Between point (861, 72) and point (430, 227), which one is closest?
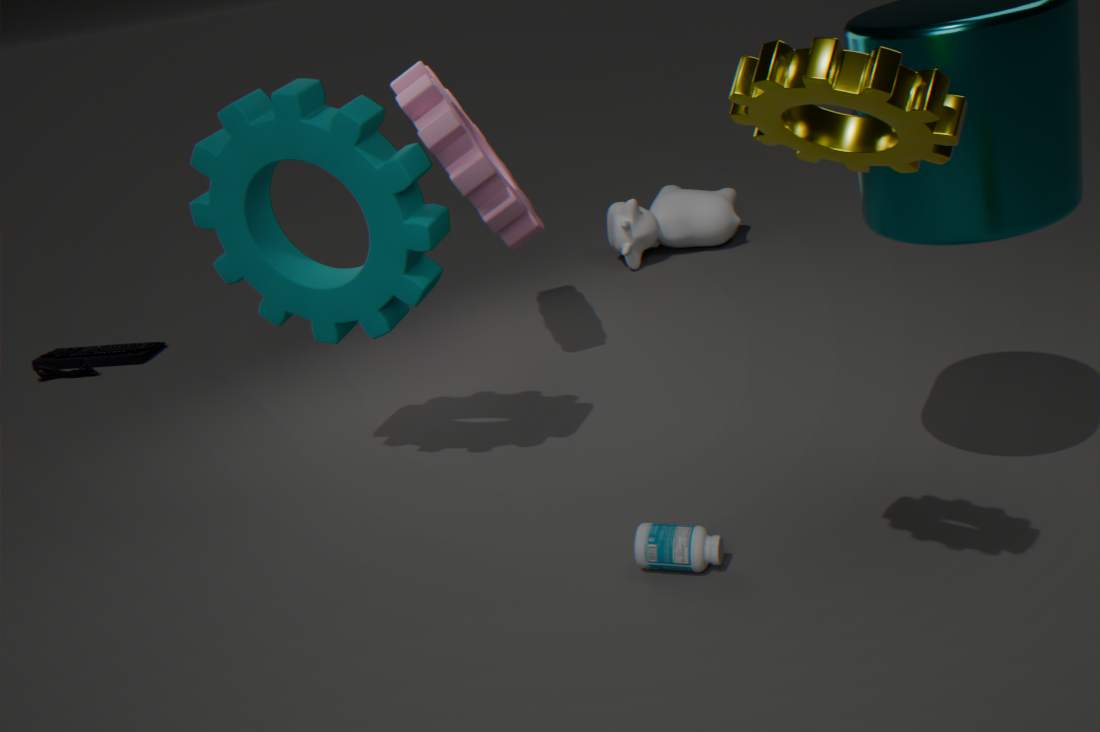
point (861, 72)
